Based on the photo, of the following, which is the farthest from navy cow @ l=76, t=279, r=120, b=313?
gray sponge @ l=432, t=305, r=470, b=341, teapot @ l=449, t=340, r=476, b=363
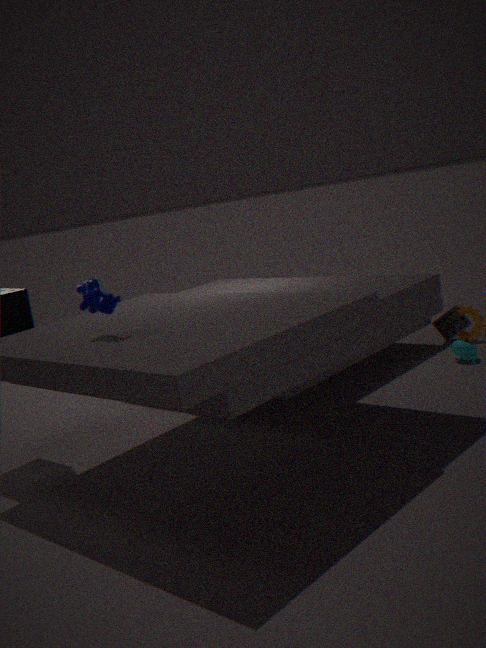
gray sponge @ l=432, t=305, r=470, b=341
